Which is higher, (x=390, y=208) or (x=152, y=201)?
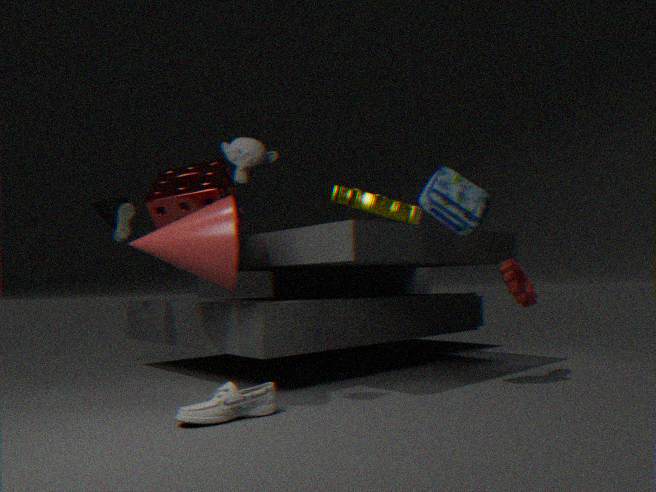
(x=390, y=208)
